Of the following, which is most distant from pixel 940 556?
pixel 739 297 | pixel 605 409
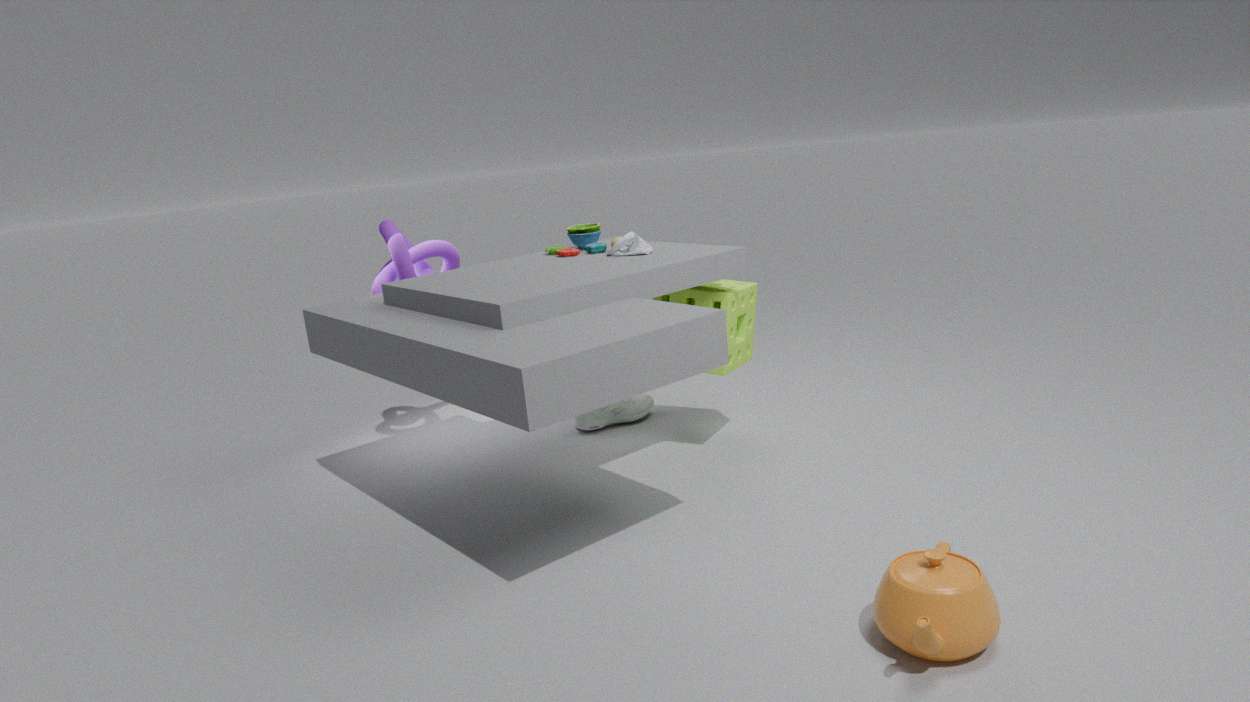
pixel 605 409
